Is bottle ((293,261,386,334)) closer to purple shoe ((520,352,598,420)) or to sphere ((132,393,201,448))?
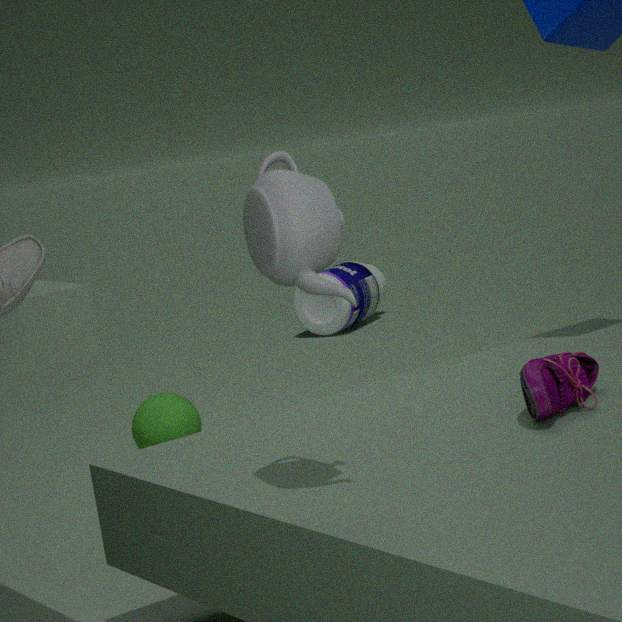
sphere ((132,393,201,448))
